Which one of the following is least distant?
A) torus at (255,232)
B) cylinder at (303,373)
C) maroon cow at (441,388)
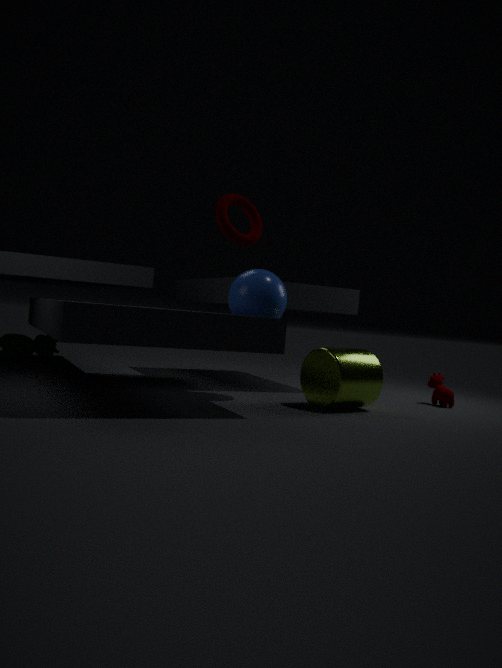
torus at (255,232)
